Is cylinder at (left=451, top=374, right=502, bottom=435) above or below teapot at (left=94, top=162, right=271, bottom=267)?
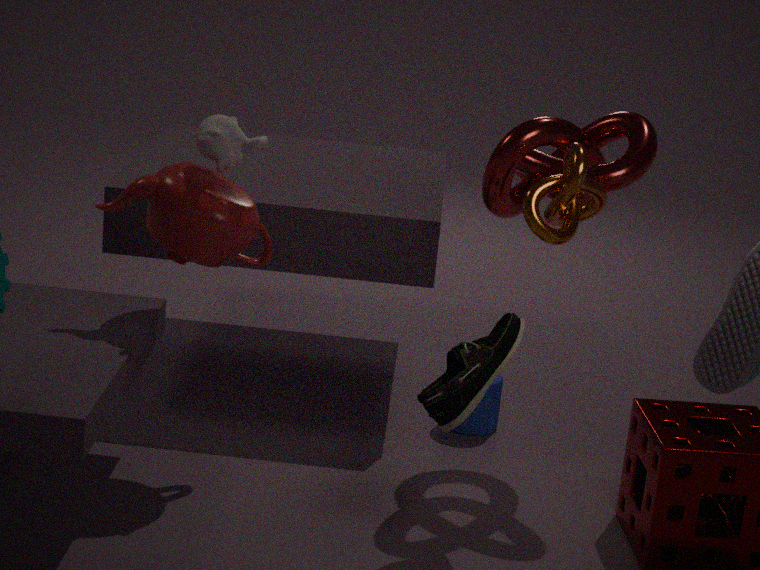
below
